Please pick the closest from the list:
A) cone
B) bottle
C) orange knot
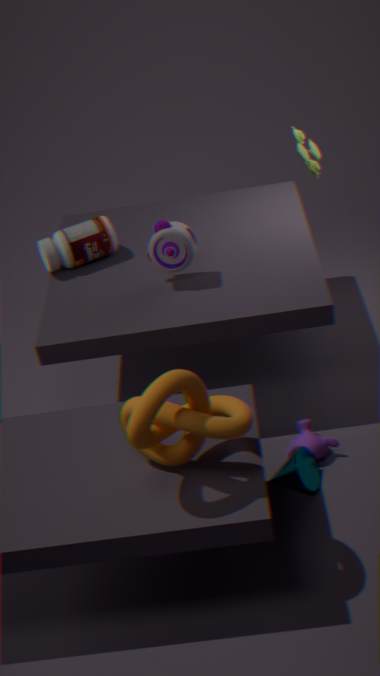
C. orange knot
